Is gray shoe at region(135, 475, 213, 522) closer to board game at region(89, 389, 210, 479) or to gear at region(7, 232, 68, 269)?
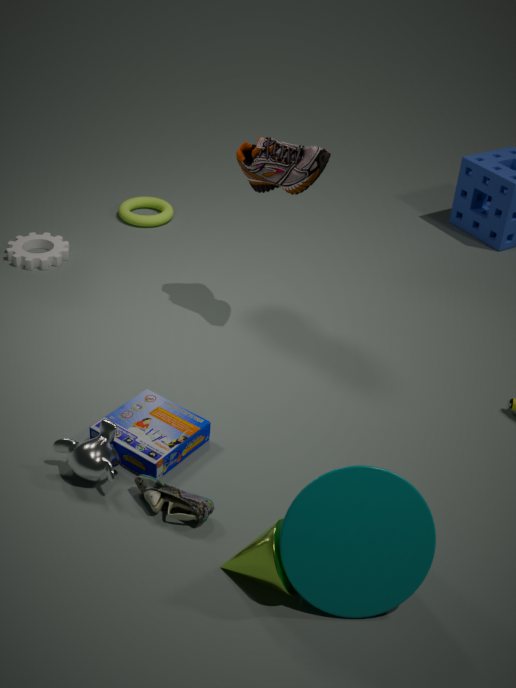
board game at region(89, 389, 210, 479)
